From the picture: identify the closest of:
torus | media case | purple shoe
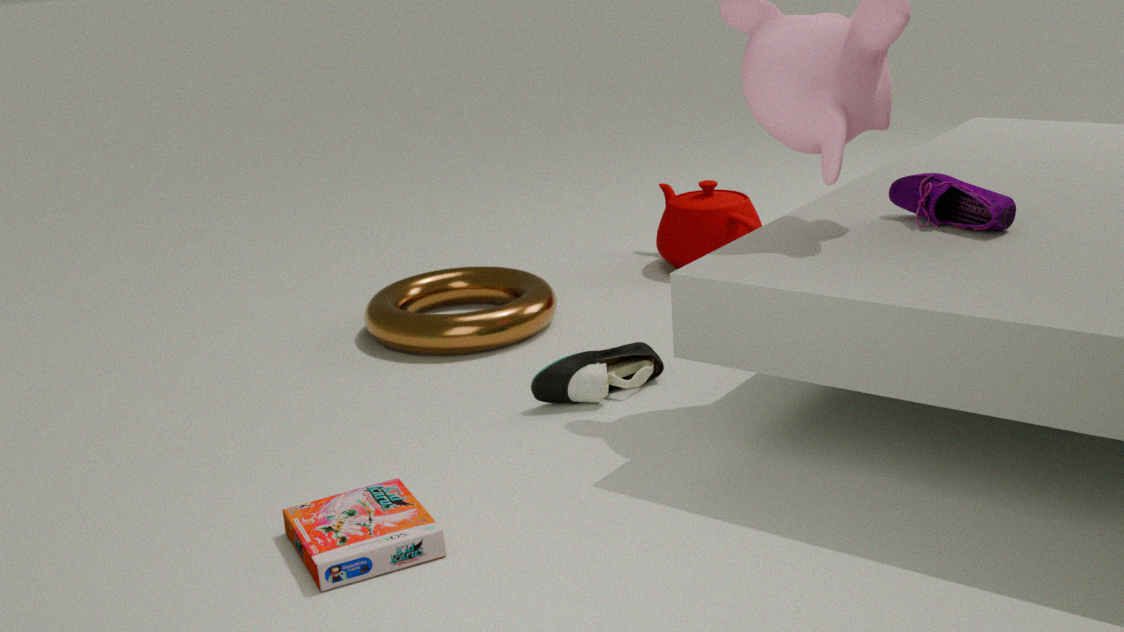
media case
